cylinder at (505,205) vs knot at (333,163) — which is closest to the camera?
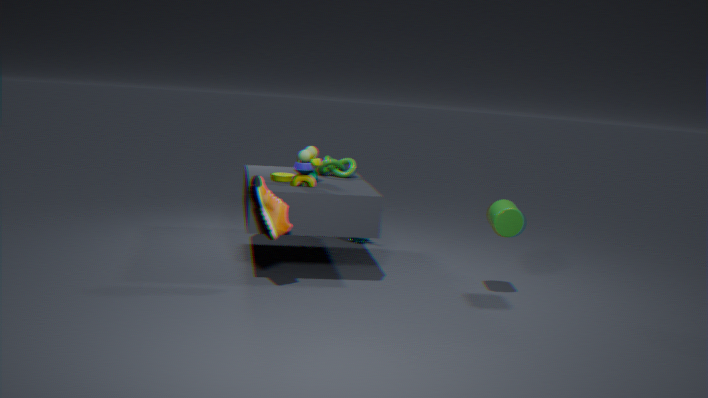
cylinder at (505,205)
